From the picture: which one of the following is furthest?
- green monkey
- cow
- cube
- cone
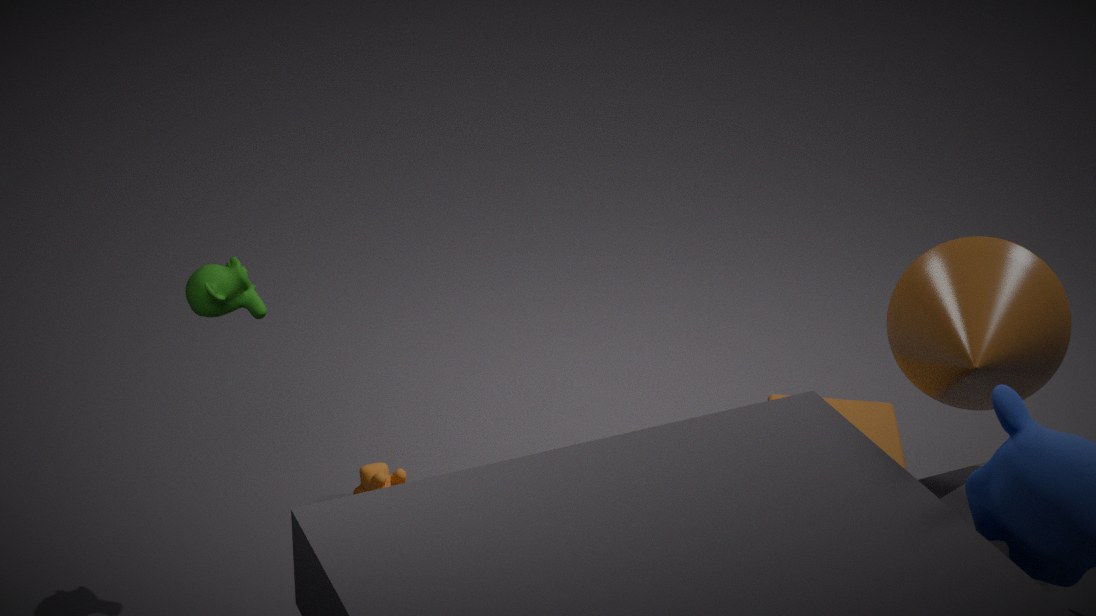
cow
